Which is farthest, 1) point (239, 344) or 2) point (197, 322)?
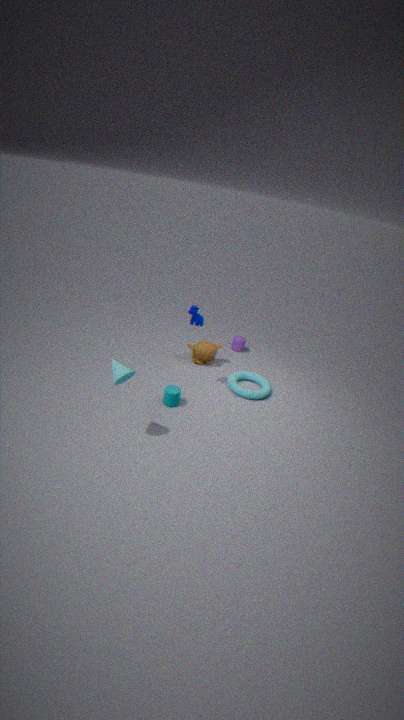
1. point (239, 344)
